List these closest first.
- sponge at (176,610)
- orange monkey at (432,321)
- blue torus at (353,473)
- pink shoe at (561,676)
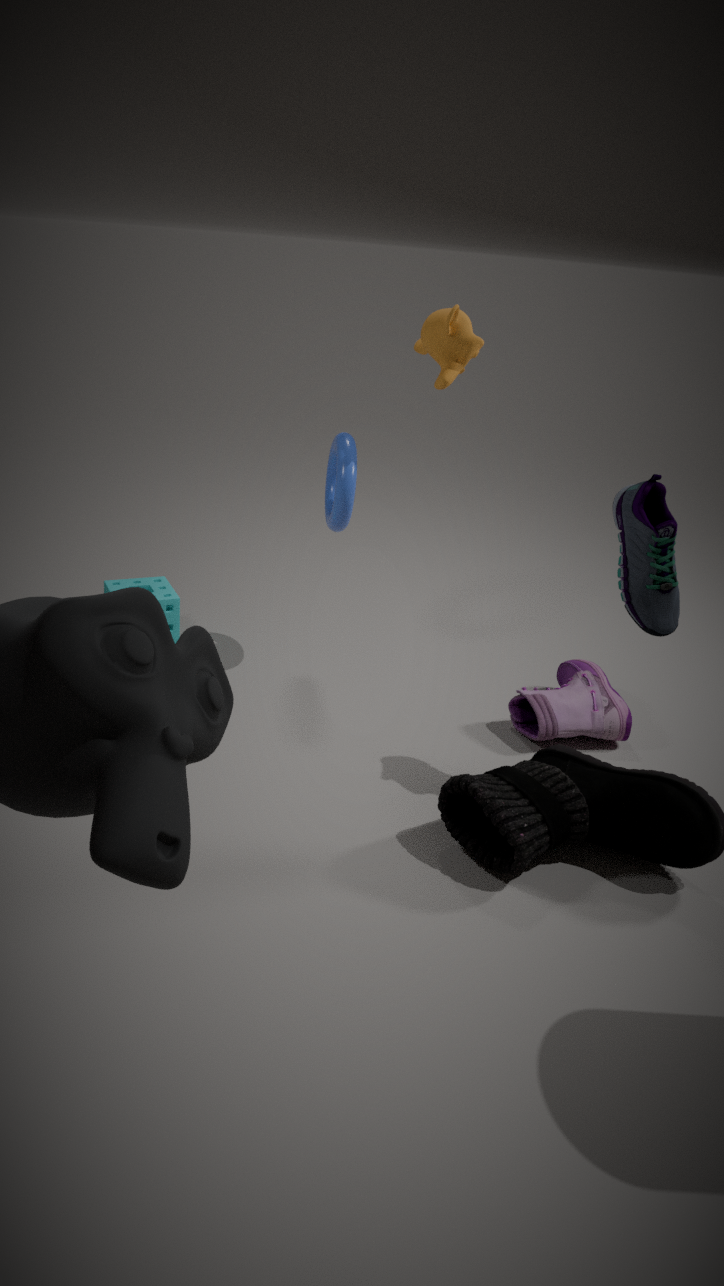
orange monkey at (432,321)
pink shoe at (561,676)
blue torus at (353,473)
sponge at (176,610)
